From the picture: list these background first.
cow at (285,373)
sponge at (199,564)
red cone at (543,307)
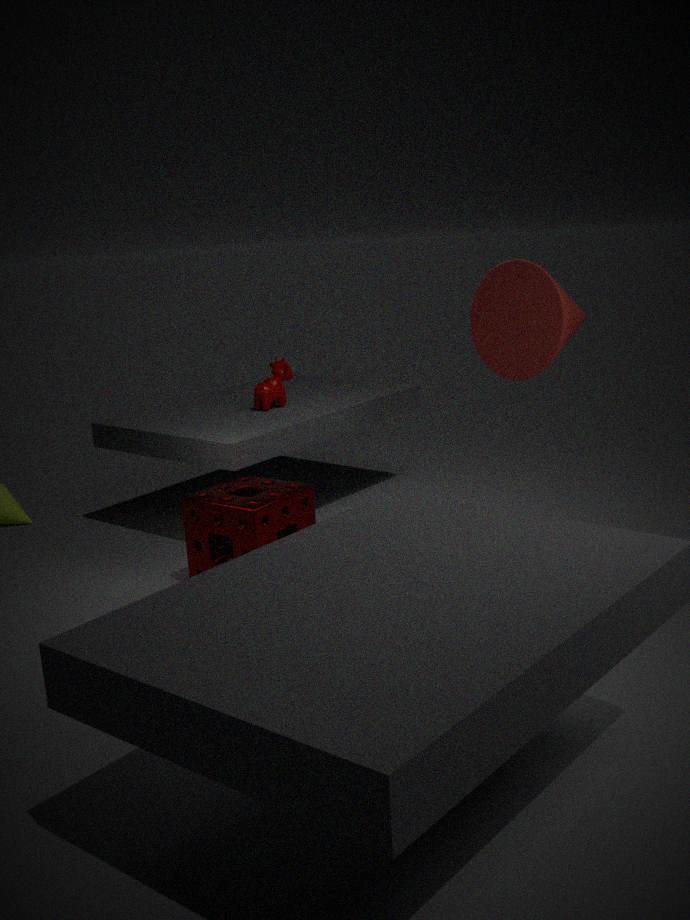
cow at (285,373), sponge at (199,564), red cone at (543,307)
